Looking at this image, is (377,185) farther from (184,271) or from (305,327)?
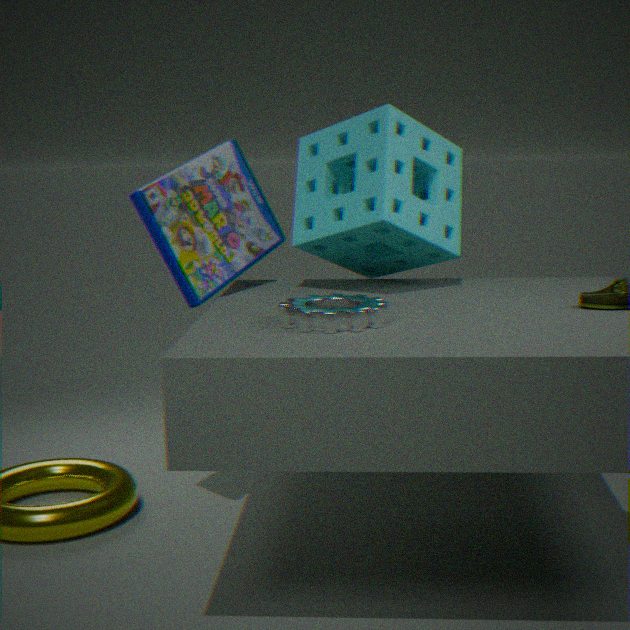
(305,327)
